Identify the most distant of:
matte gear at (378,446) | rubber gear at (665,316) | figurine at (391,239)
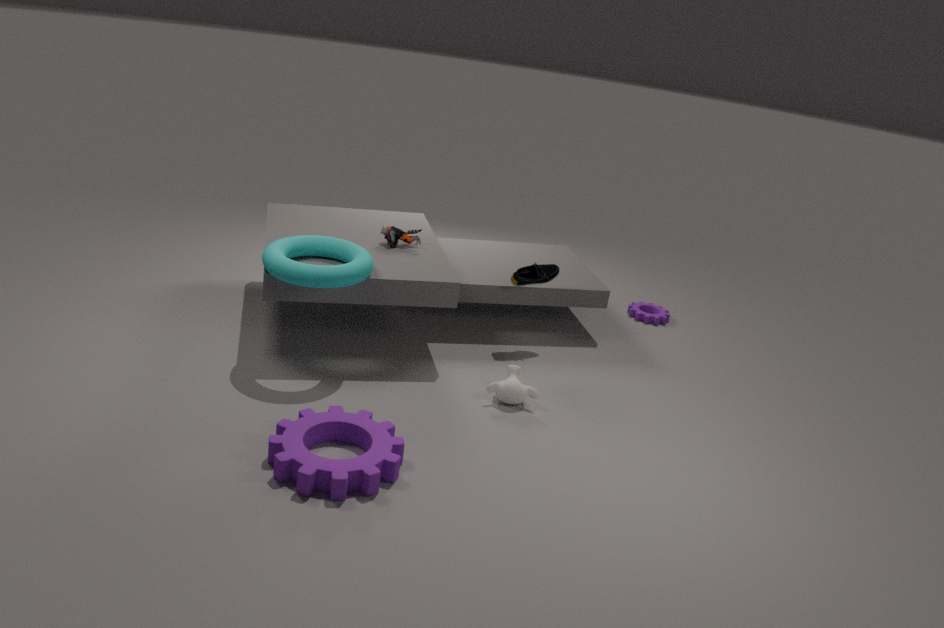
rubber gear at (665,316)
